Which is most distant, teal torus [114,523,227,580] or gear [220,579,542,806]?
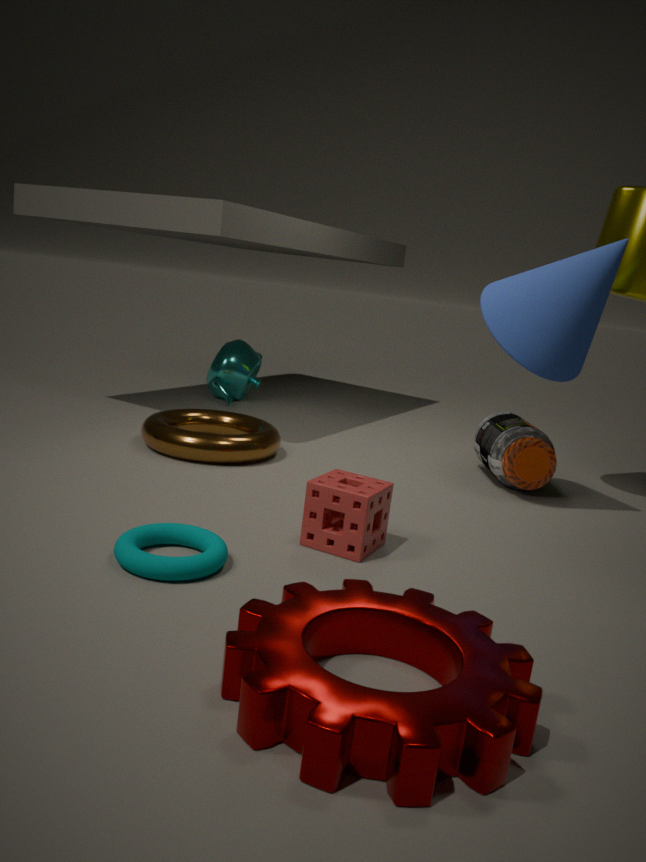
teal torus [114,523,227,580]
